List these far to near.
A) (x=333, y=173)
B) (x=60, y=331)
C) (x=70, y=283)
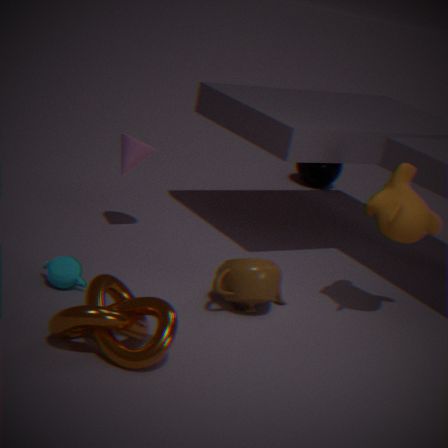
1. (x=333, y=173)
2. (x=70, y=283)
3. (x=60, y=331)
